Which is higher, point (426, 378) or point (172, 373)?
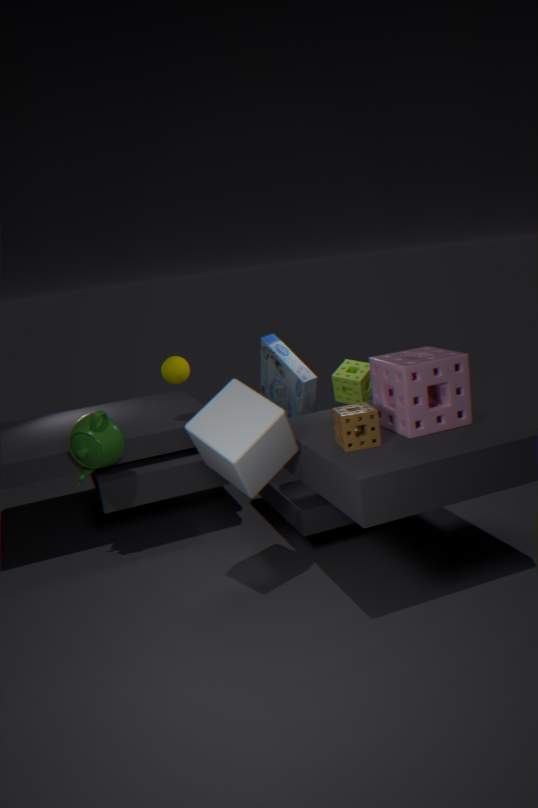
point (172, 373)
